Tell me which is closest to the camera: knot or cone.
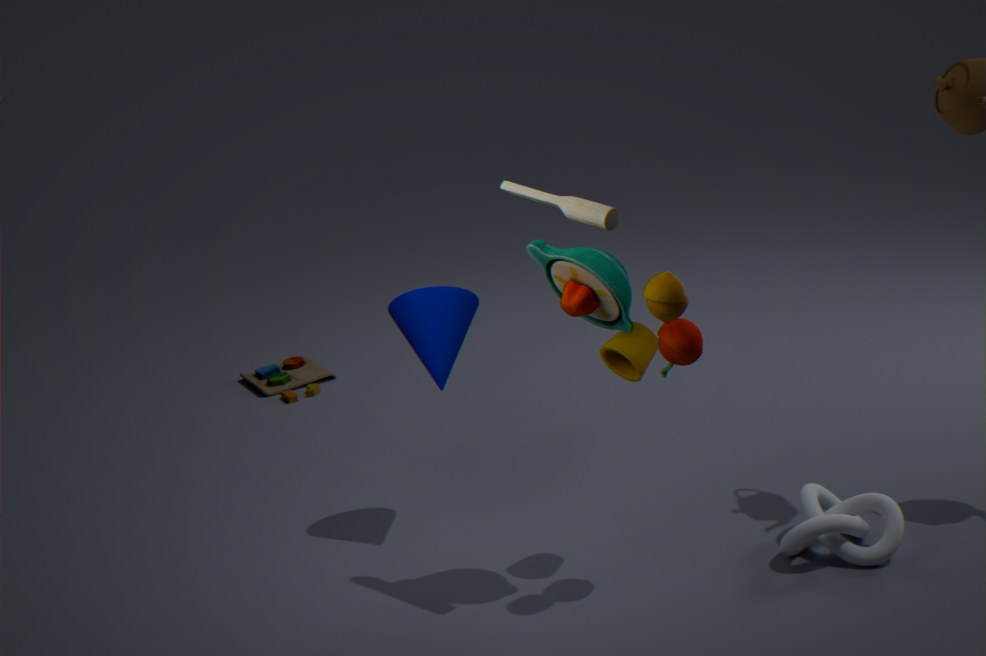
knot
